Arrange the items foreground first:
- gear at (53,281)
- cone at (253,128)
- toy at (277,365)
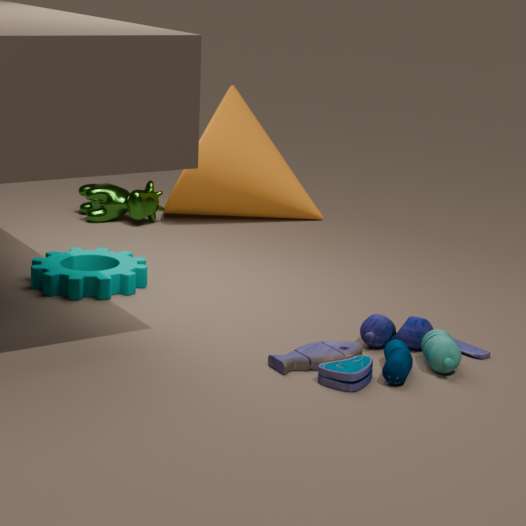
1. toy at (277,365)
2. gear at (53,281)
3. cone at (253,128)
